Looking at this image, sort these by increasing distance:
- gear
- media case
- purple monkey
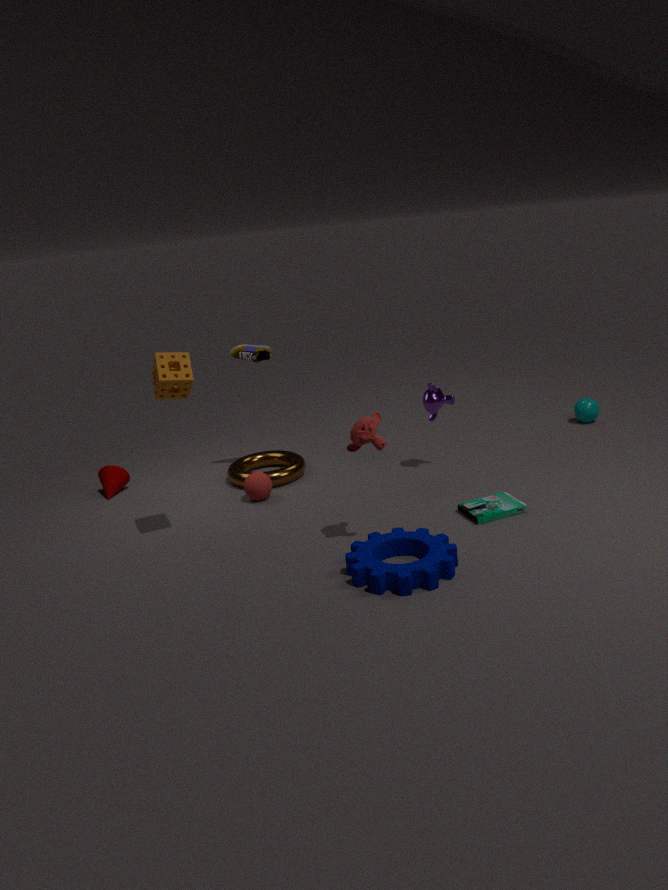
gear, media case, purple monkey
